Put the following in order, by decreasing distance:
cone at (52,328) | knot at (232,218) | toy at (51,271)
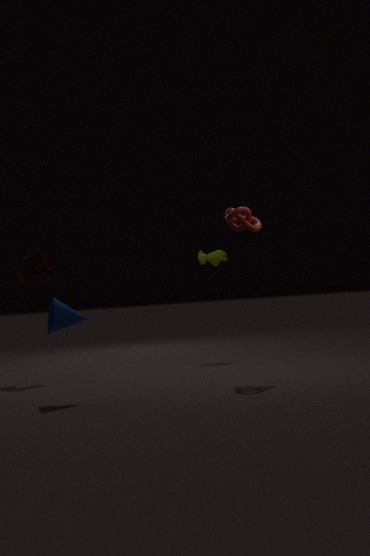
toy at (51,271) → knot at (232,218) → cone at (52,328)
